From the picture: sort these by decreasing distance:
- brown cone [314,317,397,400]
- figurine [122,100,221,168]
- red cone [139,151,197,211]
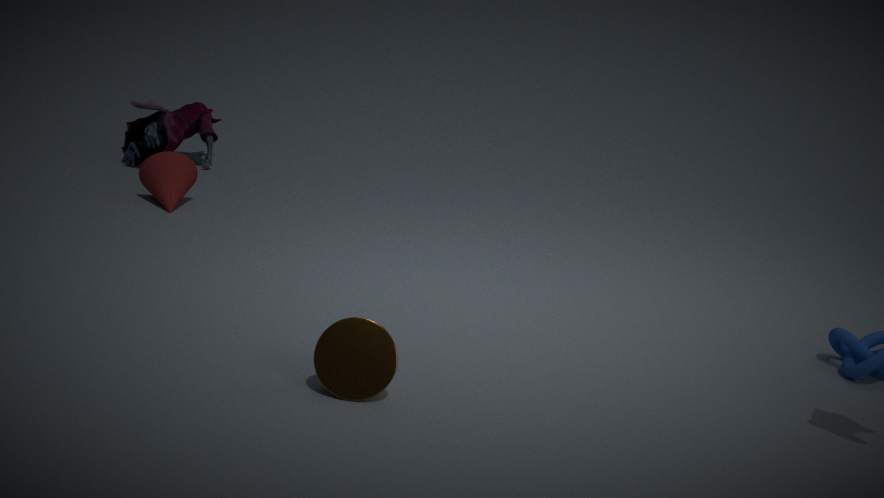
figurine [122,100,221,168] → red cone [139,151,197,211] → brown cone [314,317,397,400]
